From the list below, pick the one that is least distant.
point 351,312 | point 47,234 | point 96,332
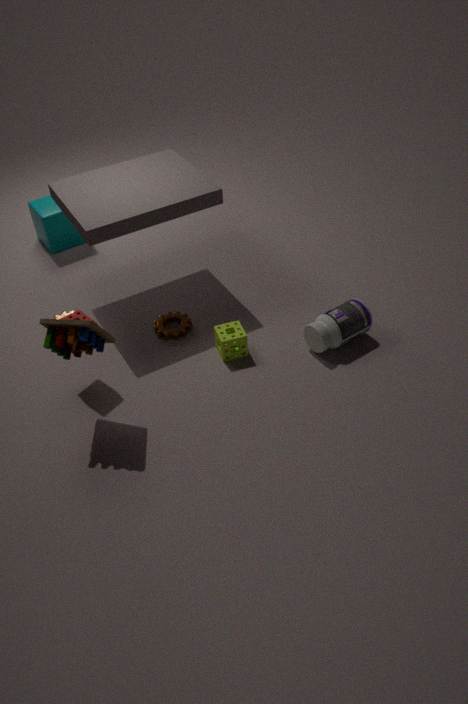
point 96,332
